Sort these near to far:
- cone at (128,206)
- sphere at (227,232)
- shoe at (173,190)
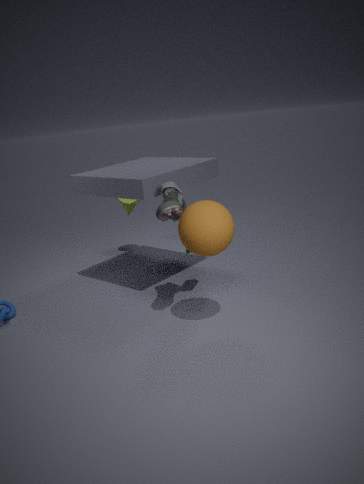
sphere at (227,232), shoe at (173,190), cone at (128,206)
